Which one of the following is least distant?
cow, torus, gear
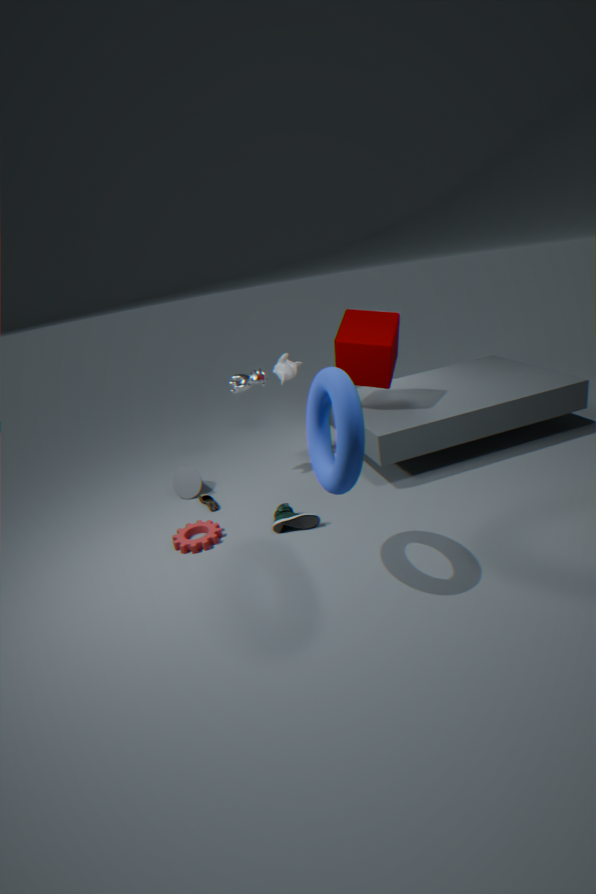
torus
